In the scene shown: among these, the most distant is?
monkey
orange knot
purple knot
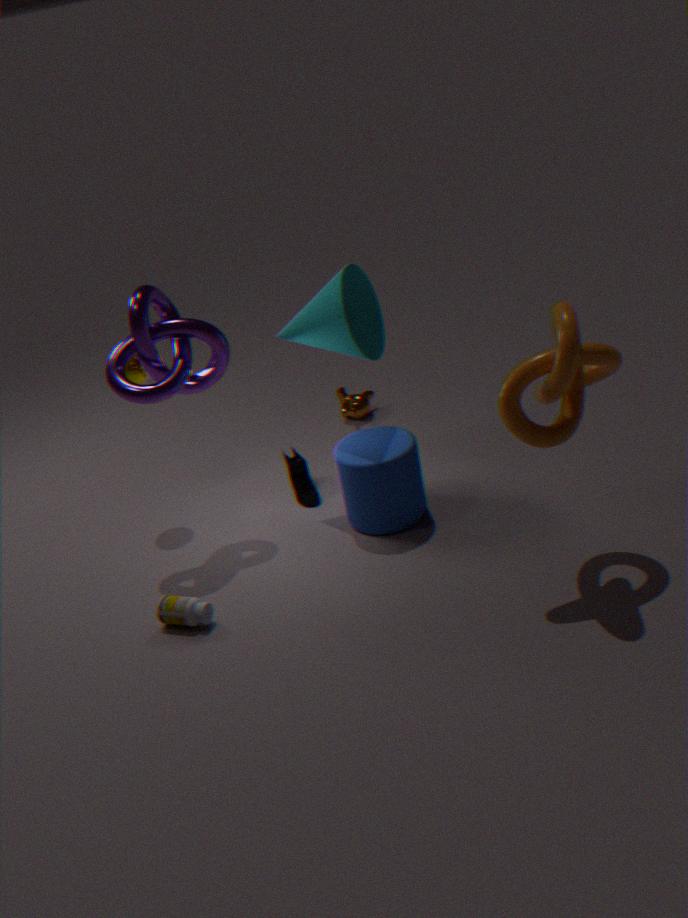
monkey
